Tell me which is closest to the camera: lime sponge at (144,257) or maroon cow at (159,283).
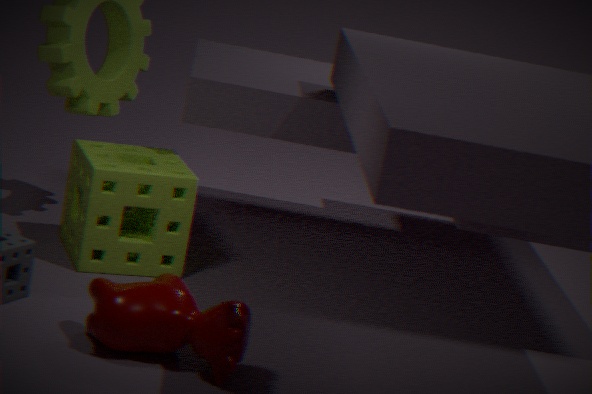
maroon cow at (159,283)
